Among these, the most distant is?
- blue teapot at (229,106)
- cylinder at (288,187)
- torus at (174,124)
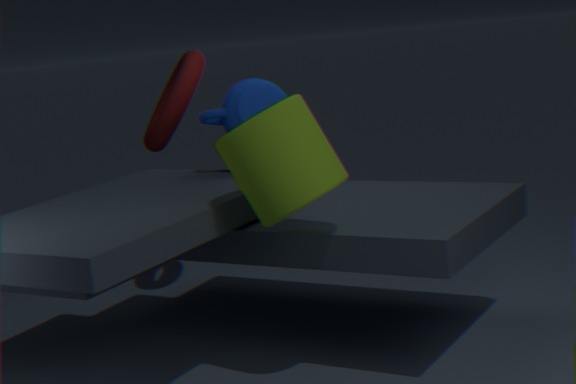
torus at (174,124)
